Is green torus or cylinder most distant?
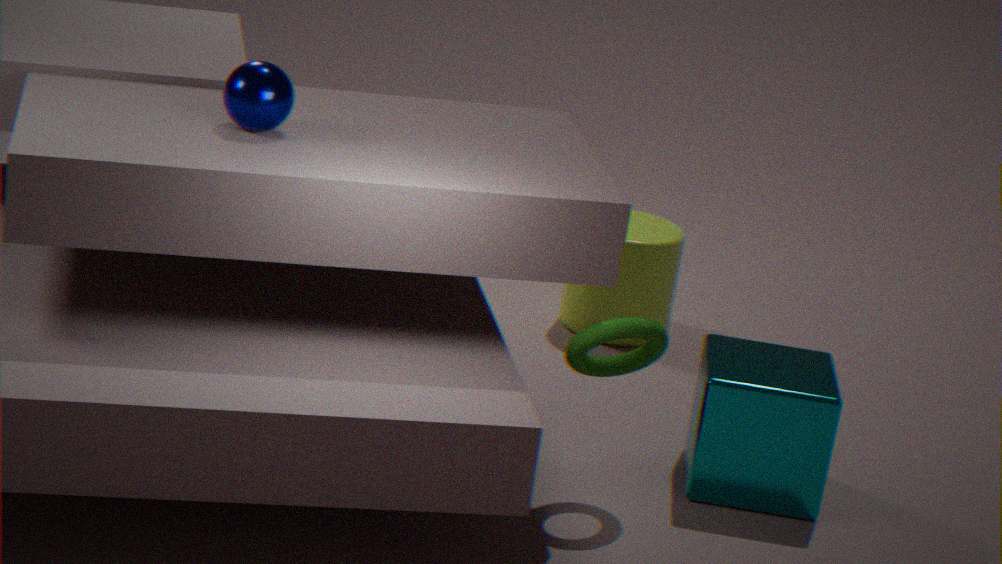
cylinder
